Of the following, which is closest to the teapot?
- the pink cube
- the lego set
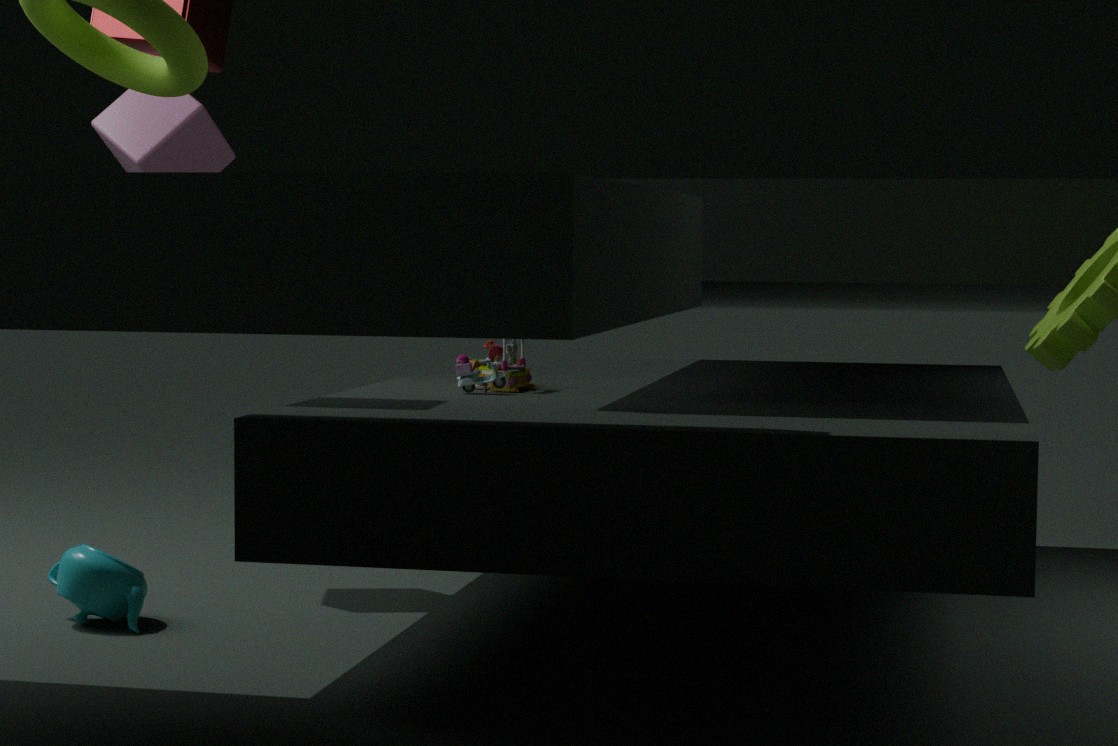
the lego set
